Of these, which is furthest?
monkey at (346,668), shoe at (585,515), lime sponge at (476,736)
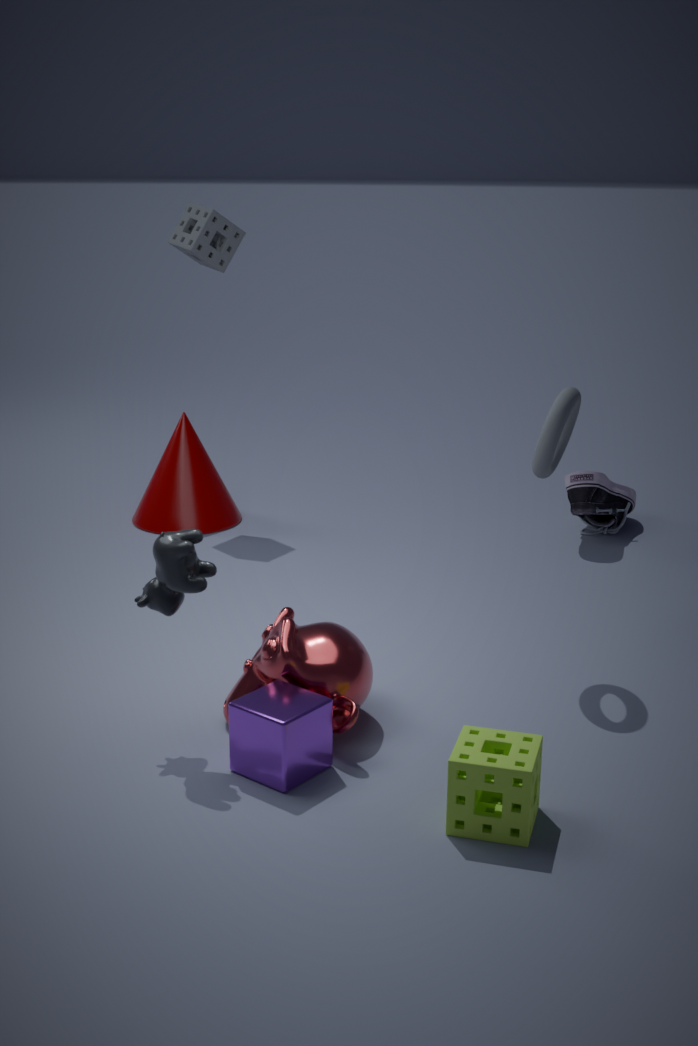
shoe at (585,515)
